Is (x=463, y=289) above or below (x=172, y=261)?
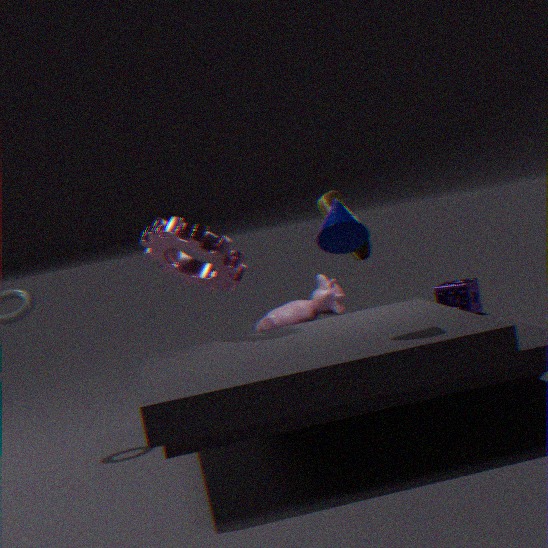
below
